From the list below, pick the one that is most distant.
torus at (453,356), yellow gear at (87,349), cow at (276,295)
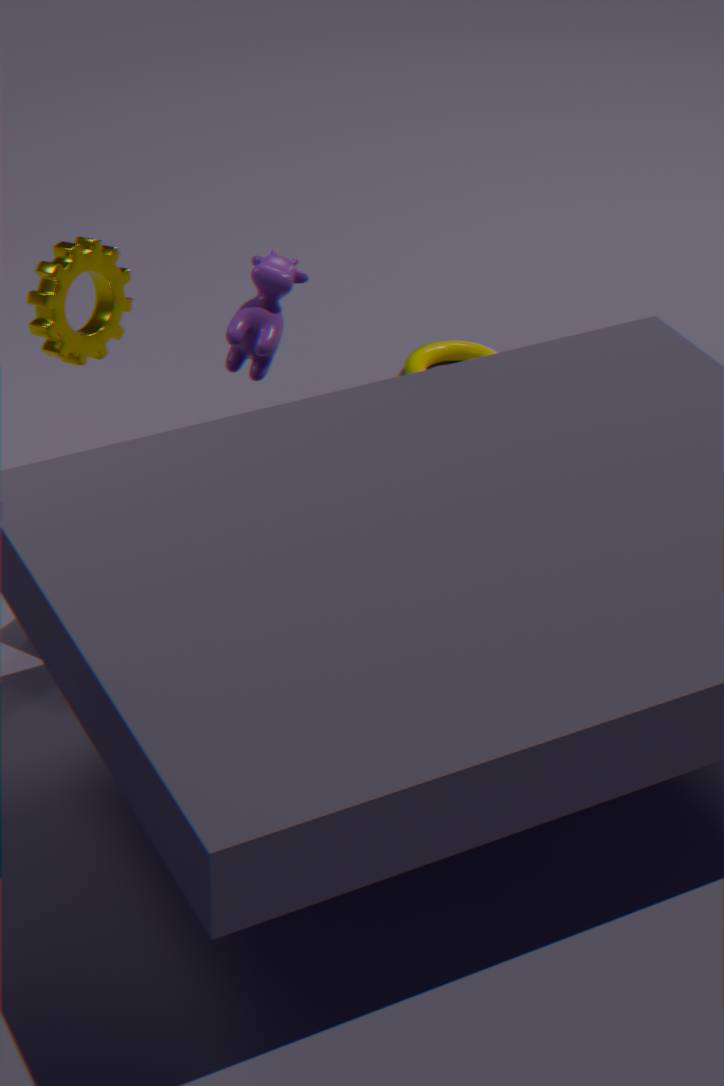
torus at (453,356)
